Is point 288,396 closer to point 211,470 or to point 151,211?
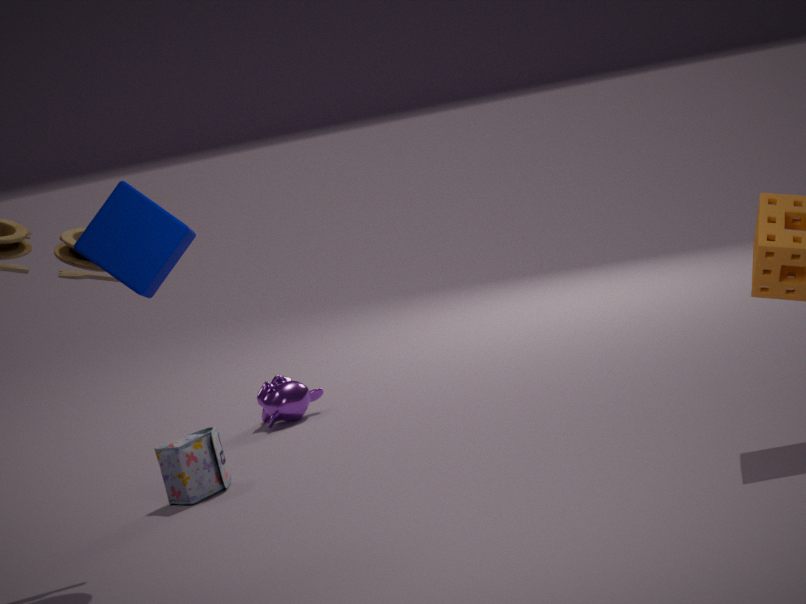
point 211,470
